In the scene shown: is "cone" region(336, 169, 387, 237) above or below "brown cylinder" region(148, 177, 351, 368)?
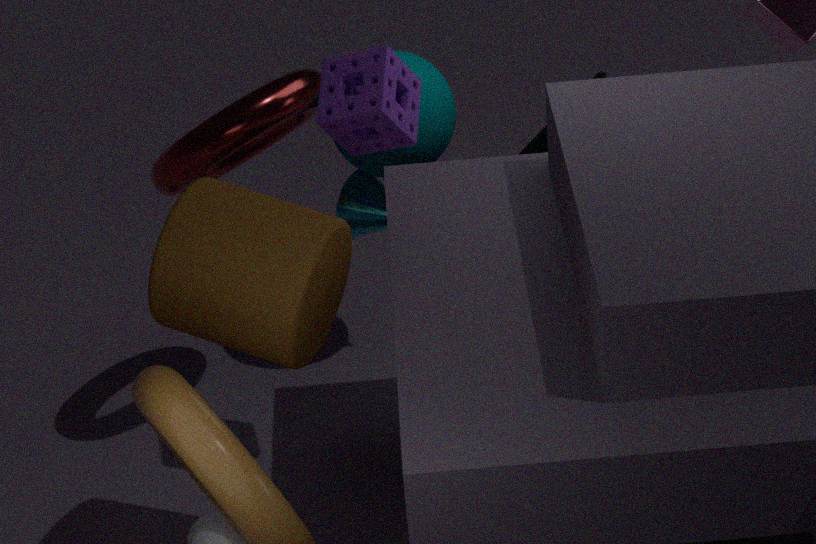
below
